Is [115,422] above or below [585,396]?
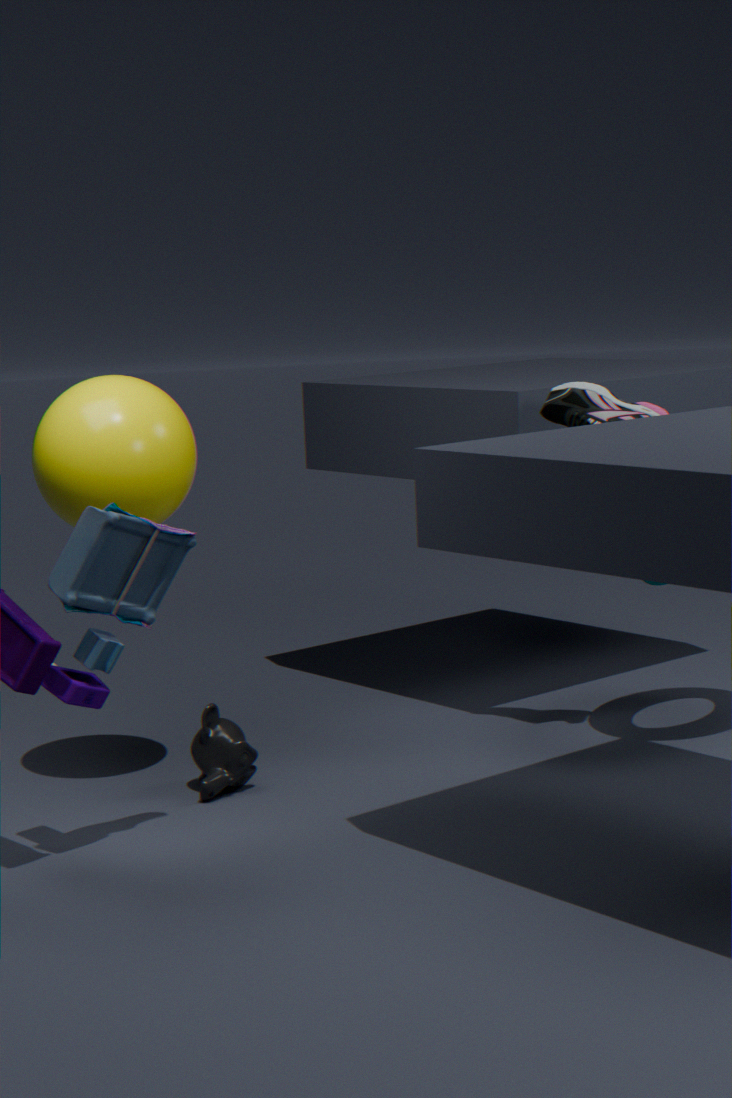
below
